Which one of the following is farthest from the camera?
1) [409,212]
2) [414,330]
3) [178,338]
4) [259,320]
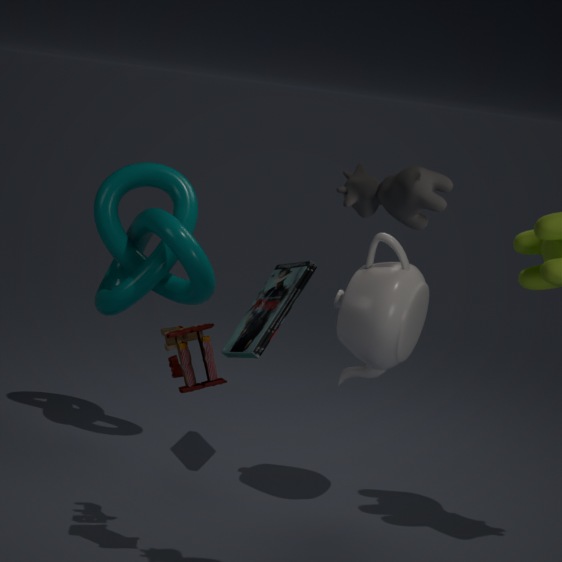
4. [259,320]
